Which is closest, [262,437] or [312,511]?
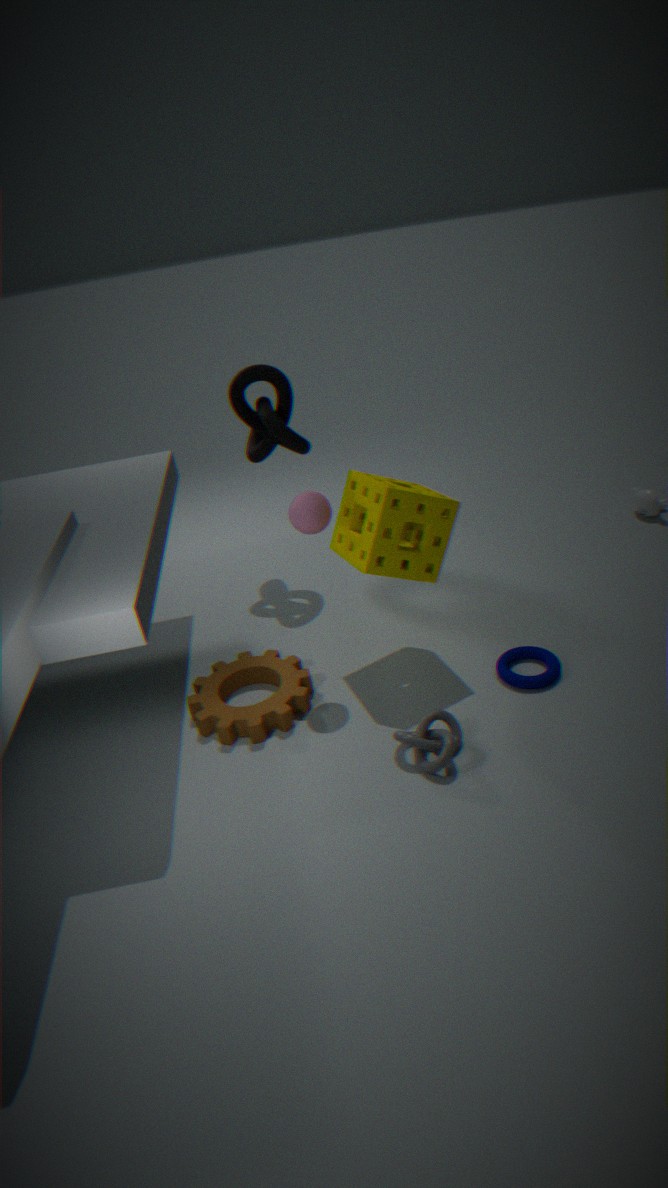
[312,511]
